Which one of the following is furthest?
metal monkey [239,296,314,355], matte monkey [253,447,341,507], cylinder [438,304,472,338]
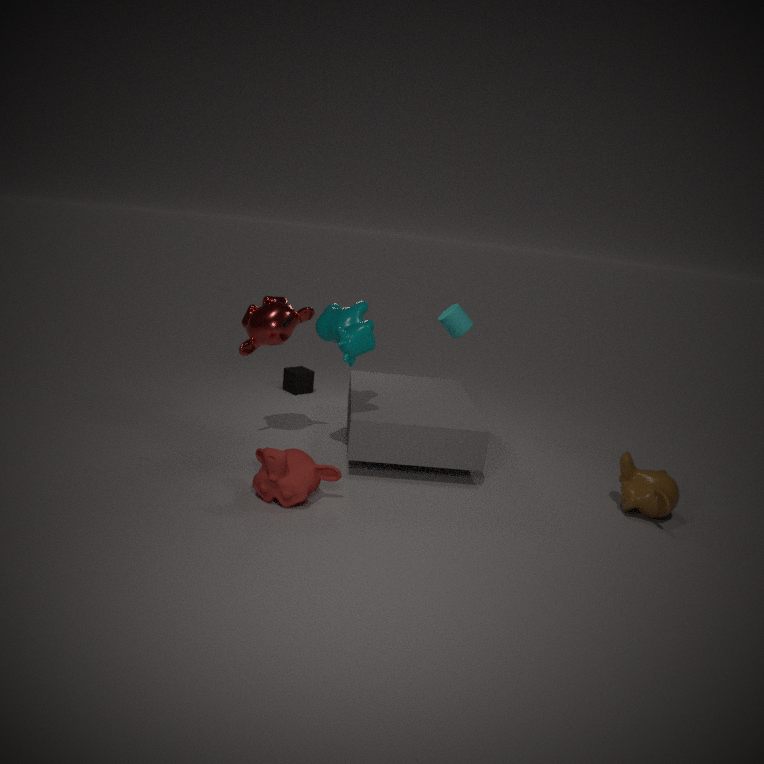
cylinder [438,304,472,338]
